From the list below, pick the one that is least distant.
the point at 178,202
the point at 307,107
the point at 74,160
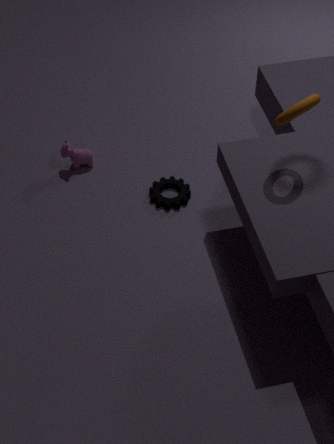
the point at 307,107
